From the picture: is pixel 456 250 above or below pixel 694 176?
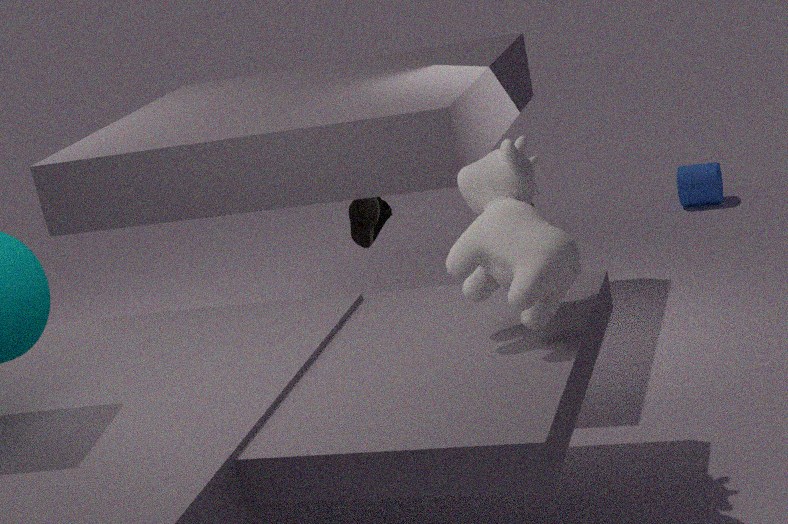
above
